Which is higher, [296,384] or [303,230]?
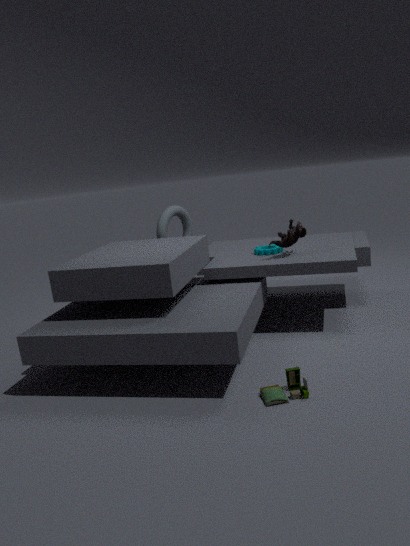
[303,230]
